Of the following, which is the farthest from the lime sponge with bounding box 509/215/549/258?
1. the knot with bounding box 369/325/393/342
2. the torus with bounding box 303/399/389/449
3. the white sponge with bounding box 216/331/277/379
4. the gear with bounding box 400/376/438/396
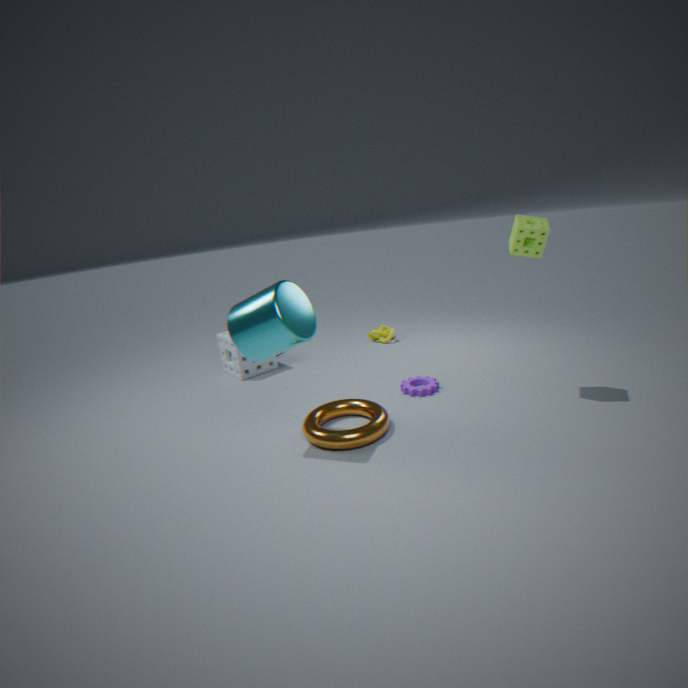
the white sponge with bounding box 216/331/277/379
